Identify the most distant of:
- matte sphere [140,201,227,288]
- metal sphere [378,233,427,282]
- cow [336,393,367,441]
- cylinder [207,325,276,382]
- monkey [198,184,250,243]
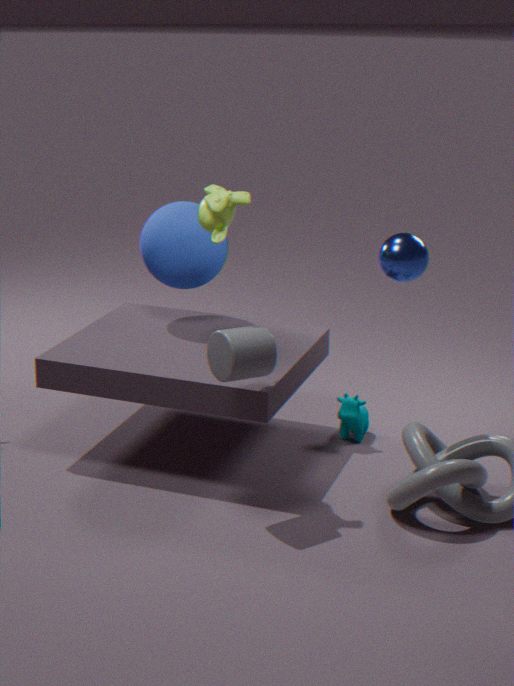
cow [336,393,367,441]
